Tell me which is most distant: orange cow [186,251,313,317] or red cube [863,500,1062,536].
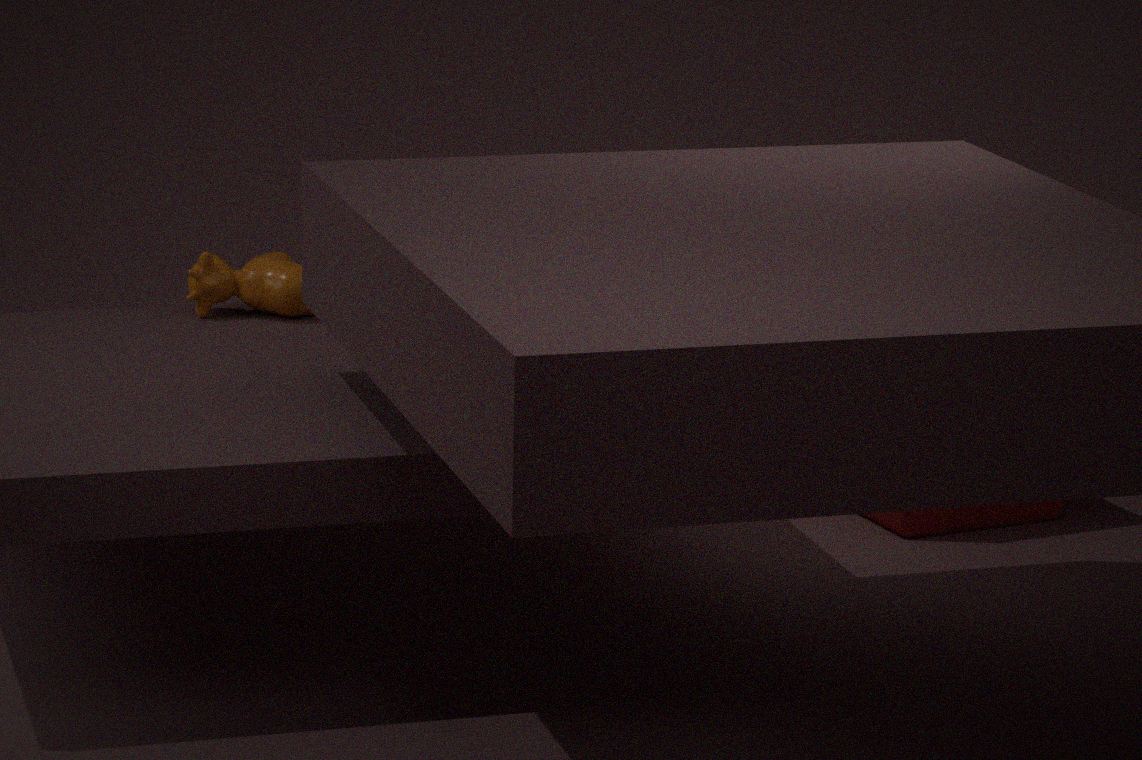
red cube [863,500,1062,536]
